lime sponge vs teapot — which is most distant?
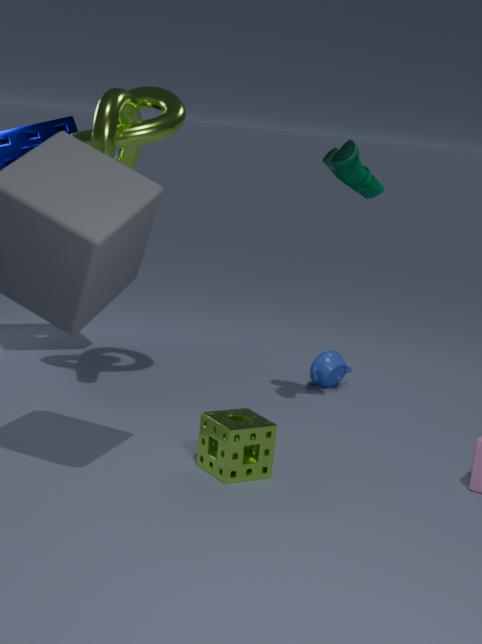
teapot
